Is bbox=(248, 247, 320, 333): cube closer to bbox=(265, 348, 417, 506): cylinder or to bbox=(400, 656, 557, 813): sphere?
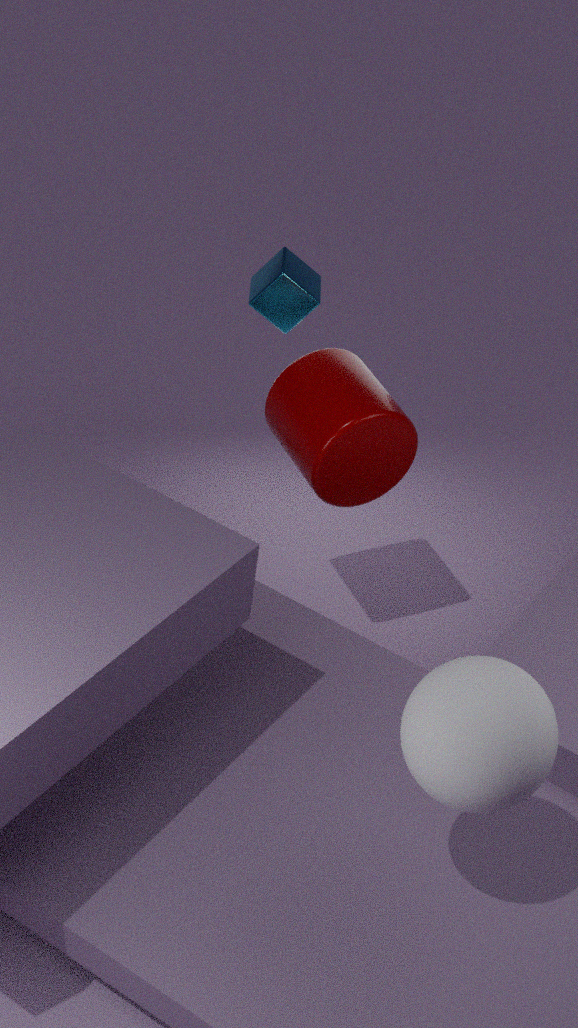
bbox=(265, 348, 417, 506): cylinder
